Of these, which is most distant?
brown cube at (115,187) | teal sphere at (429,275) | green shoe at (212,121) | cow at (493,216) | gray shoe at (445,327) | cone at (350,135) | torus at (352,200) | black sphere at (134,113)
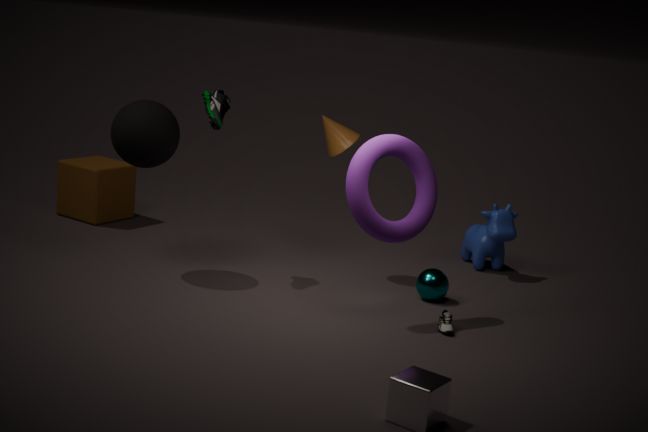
brown cube at (115,187)
